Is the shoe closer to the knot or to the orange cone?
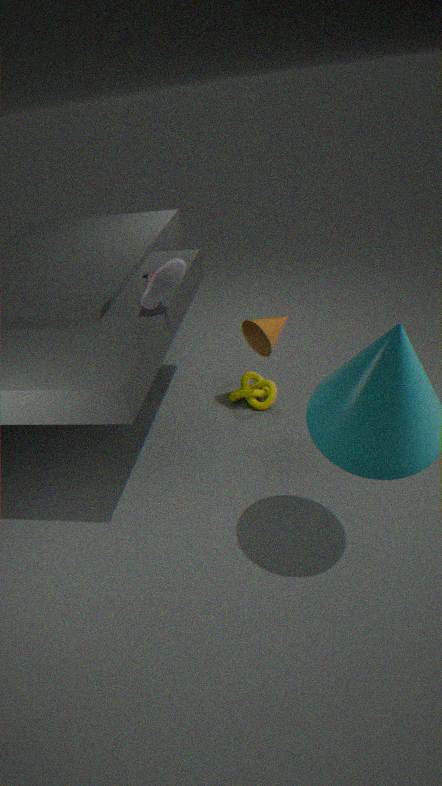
the orange cone
